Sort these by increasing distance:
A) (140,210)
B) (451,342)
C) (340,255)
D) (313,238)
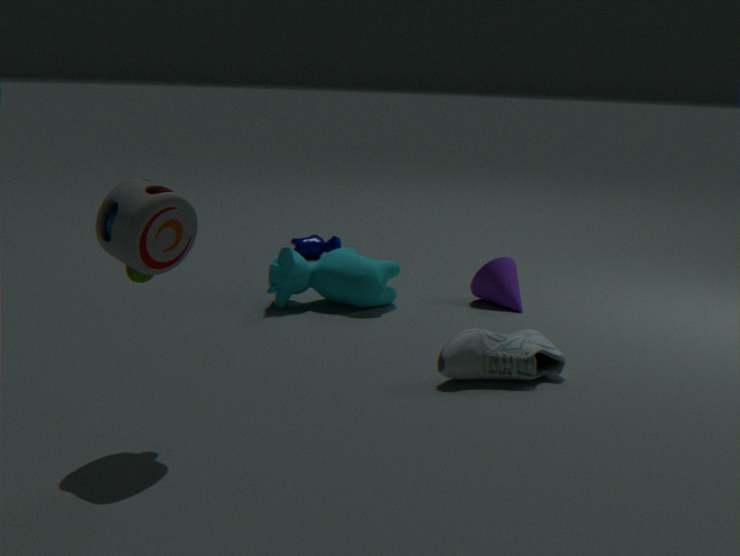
(140,210), (451,342), (340,255), (313,238)
